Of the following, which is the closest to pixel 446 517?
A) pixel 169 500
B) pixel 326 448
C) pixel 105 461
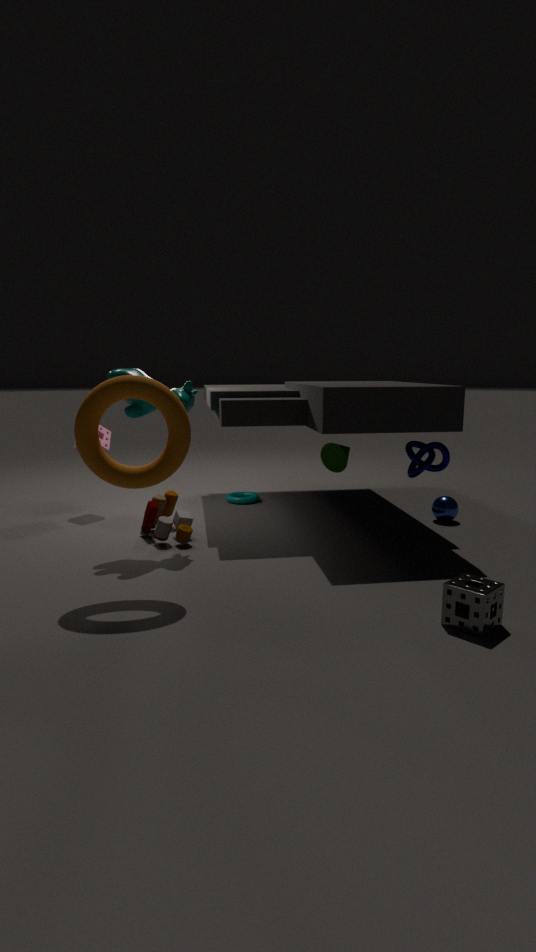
pixel 326 448
